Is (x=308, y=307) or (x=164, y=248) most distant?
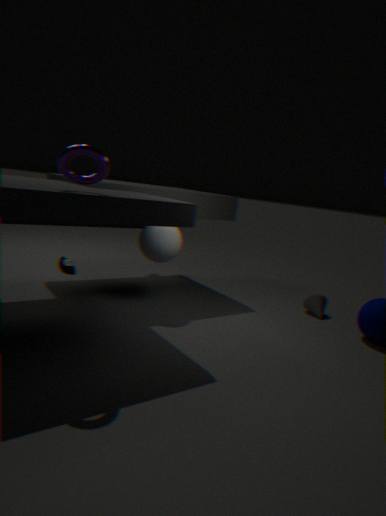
(x=308, y=307)
